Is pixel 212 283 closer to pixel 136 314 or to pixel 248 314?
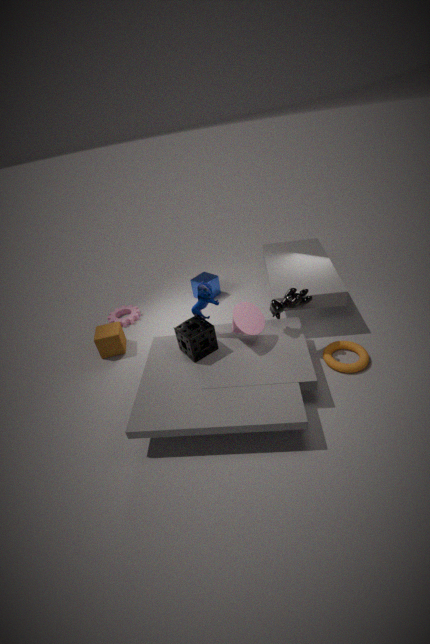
pixel 136 314
